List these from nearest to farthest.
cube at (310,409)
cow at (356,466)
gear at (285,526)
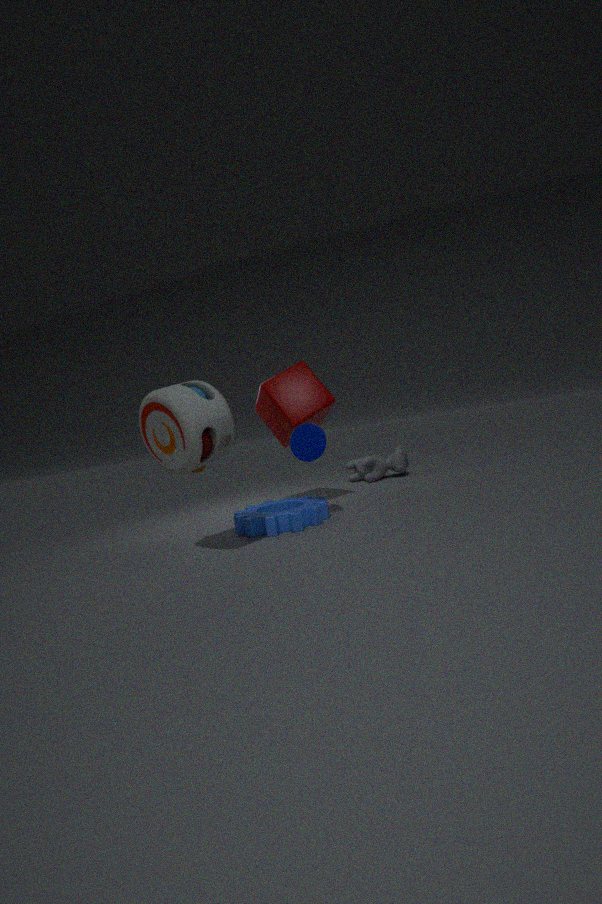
gear at (285,526) < cube at (310,409) < cow at (356,466)
